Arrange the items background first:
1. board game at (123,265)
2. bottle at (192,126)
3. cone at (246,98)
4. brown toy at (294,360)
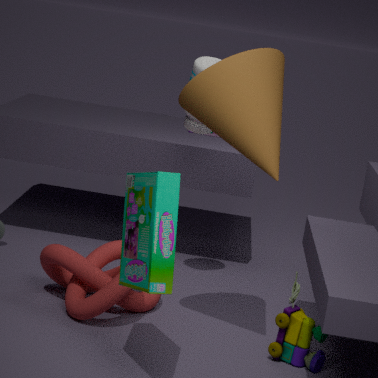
bottle at (192,126), brown toy at (294,360), cone at (246,98), board game at (123,265)
